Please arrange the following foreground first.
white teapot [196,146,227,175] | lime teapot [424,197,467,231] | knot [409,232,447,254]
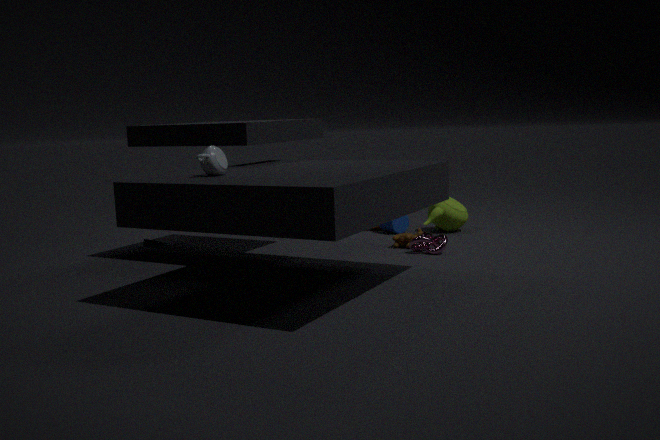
white teapot [196,146,227,175], knot [409,232,447,254], lime teapot [424,197,467,231]
